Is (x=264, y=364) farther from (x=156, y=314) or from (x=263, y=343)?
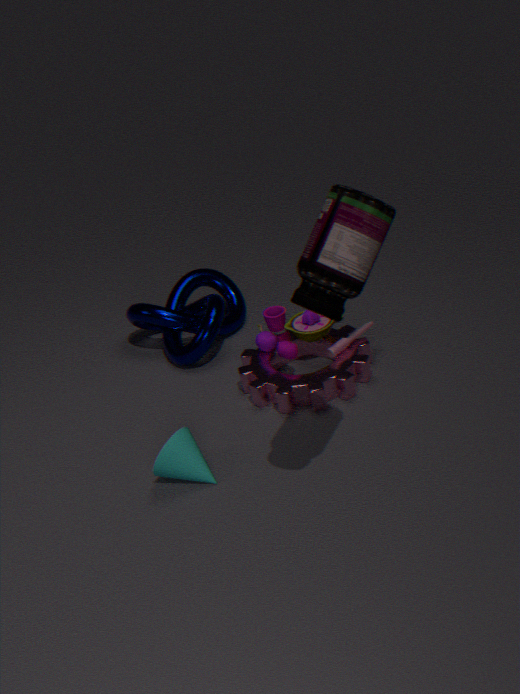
(x=156, y=314)
